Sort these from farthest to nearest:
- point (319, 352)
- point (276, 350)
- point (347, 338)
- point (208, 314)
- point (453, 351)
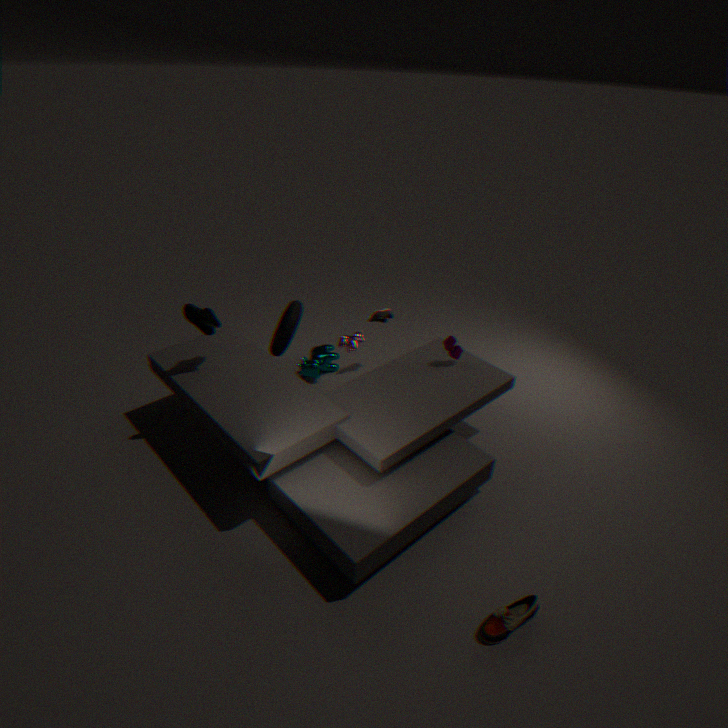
point (319, 352) < point (276, 350) < point (347, 338) < point (453, 351) < point (208, 314)
